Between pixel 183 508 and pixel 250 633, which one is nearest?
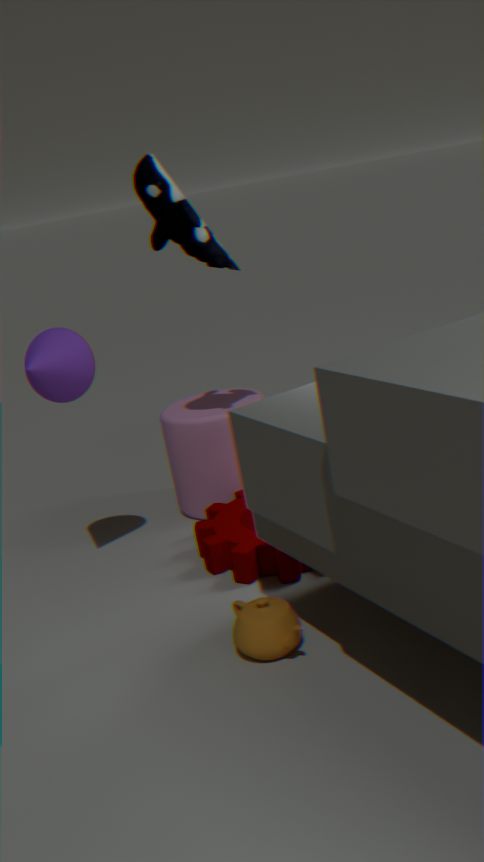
pixel 250 633
